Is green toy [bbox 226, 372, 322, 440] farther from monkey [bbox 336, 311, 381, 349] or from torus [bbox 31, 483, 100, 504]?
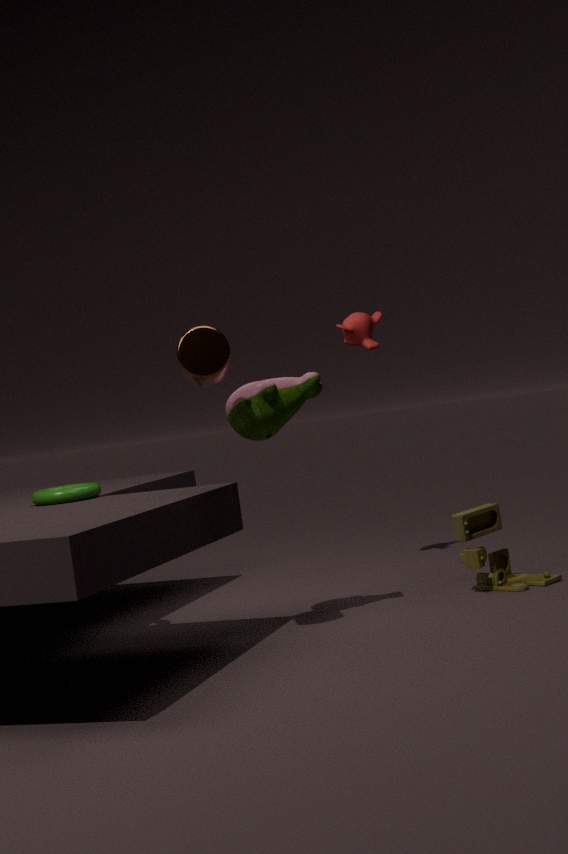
monkey [bbox 336, 311, 381, 349]
